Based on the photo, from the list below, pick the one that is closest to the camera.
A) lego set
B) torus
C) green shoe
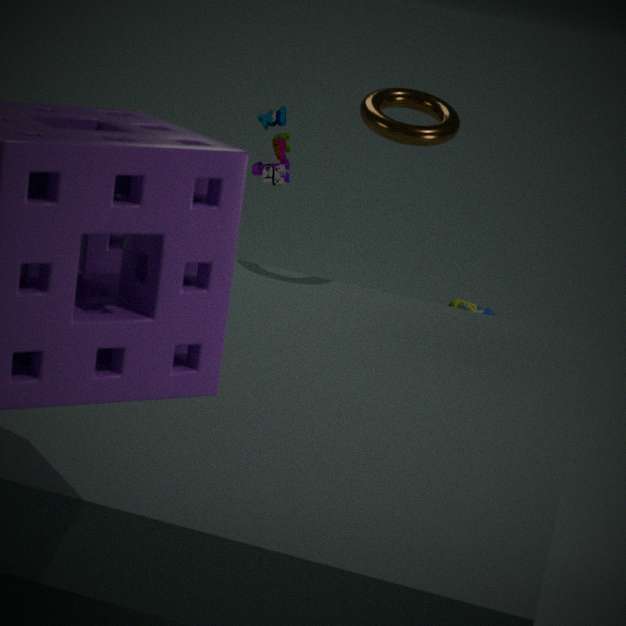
lego set
